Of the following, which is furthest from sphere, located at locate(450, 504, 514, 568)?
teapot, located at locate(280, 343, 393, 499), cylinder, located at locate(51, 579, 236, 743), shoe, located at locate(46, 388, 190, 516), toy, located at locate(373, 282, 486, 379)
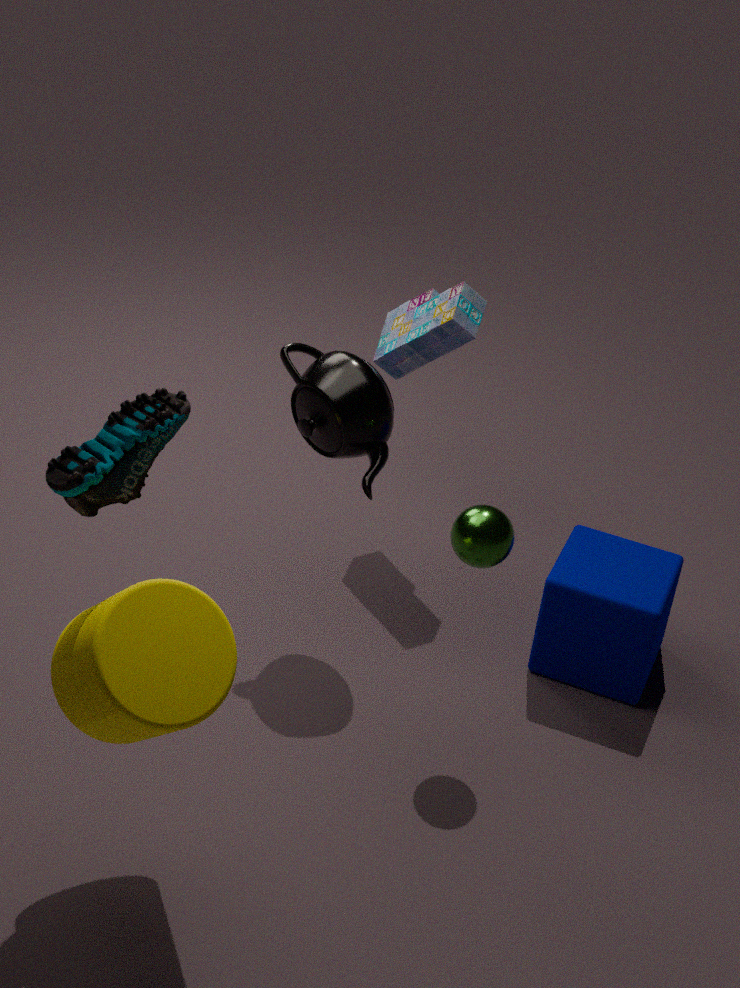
shoe, located at locate(46, 388, 190, 516)
